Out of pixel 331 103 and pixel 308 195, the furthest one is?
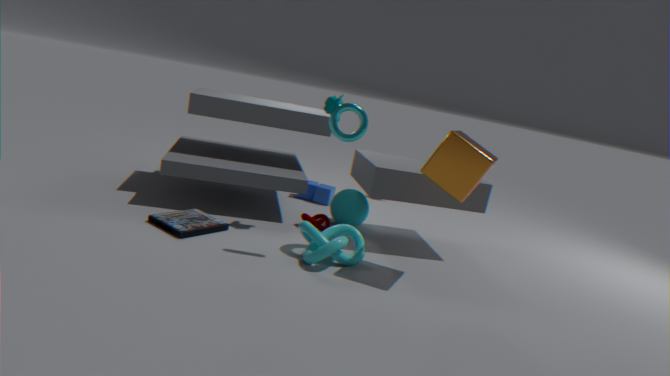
pixel 308 195
